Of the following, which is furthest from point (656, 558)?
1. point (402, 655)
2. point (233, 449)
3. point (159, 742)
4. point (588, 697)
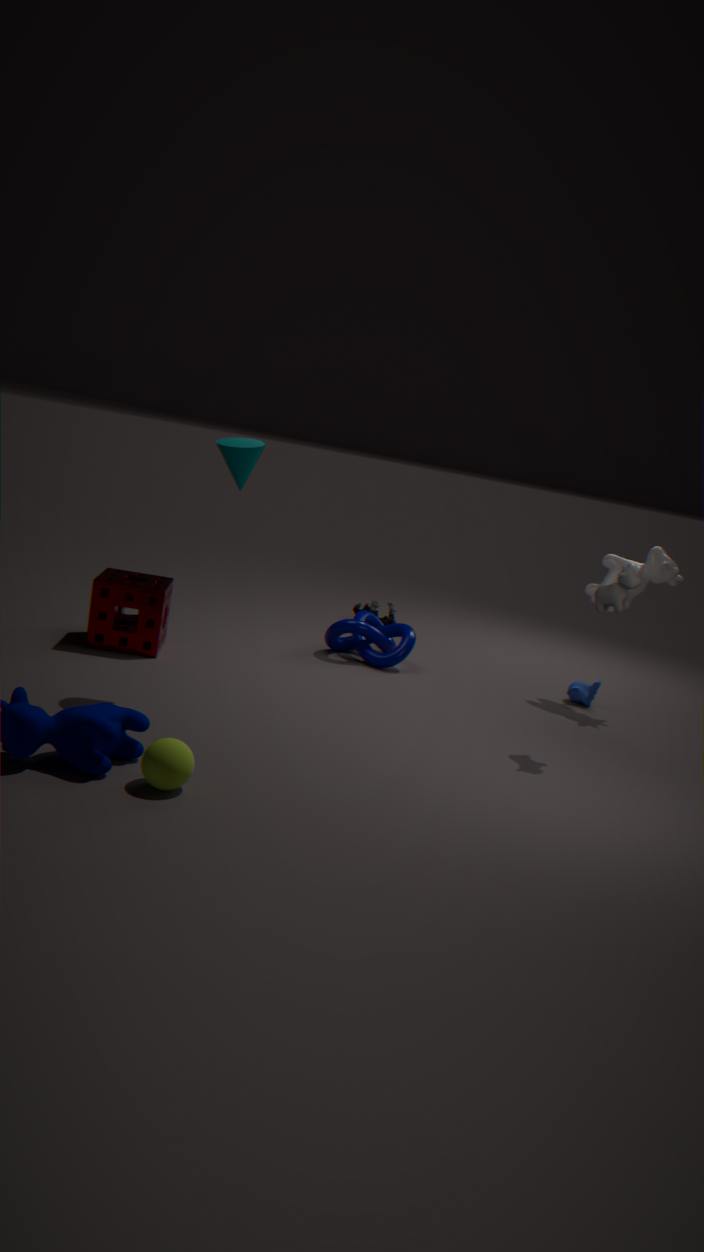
point (159, 742)
